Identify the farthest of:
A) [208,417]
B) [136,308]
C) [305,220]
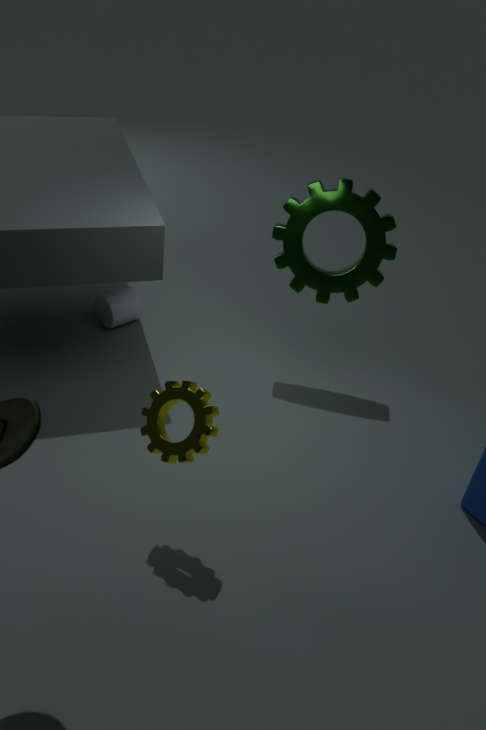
[136,308]
